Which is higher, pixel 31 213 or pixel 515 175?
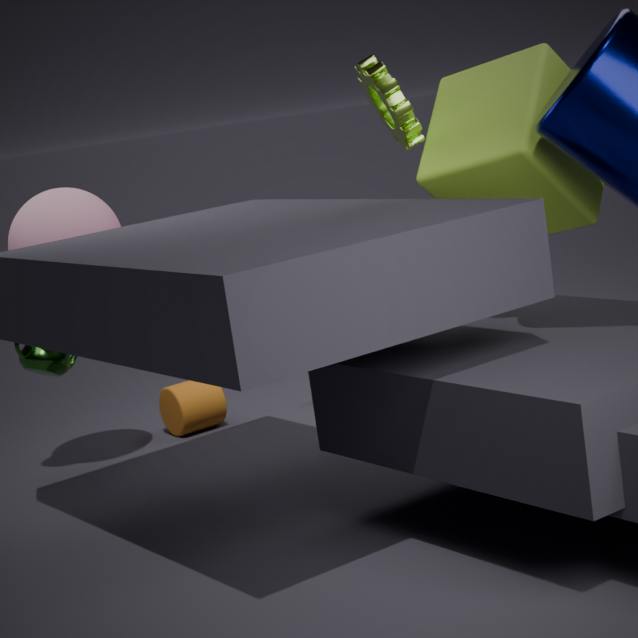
pixel 515 175
